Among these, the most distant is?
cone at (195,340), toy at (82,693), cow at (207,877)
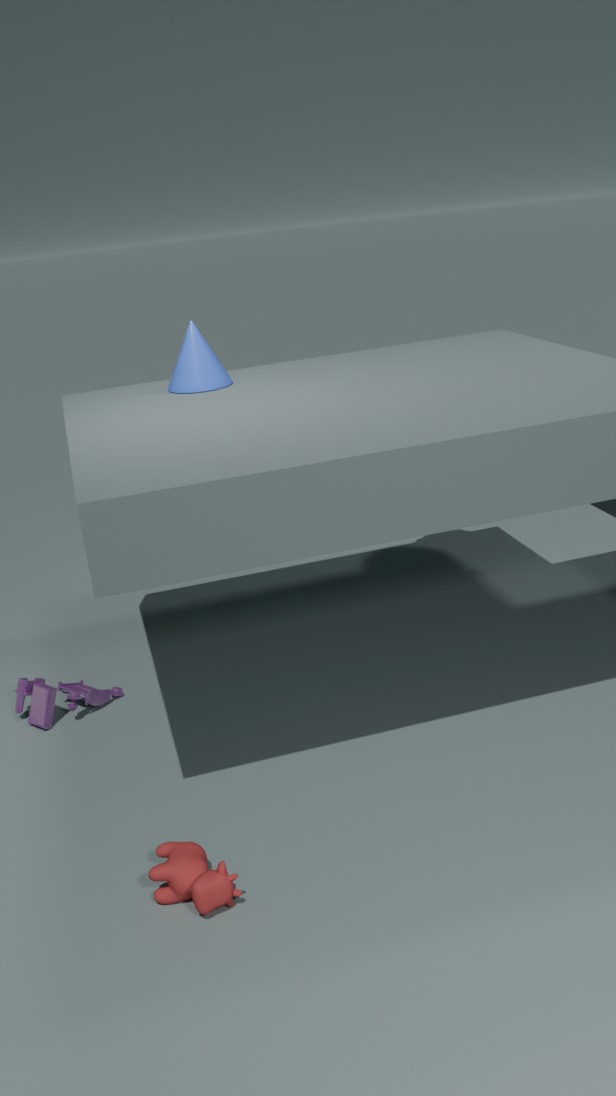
toy at (82,693)
